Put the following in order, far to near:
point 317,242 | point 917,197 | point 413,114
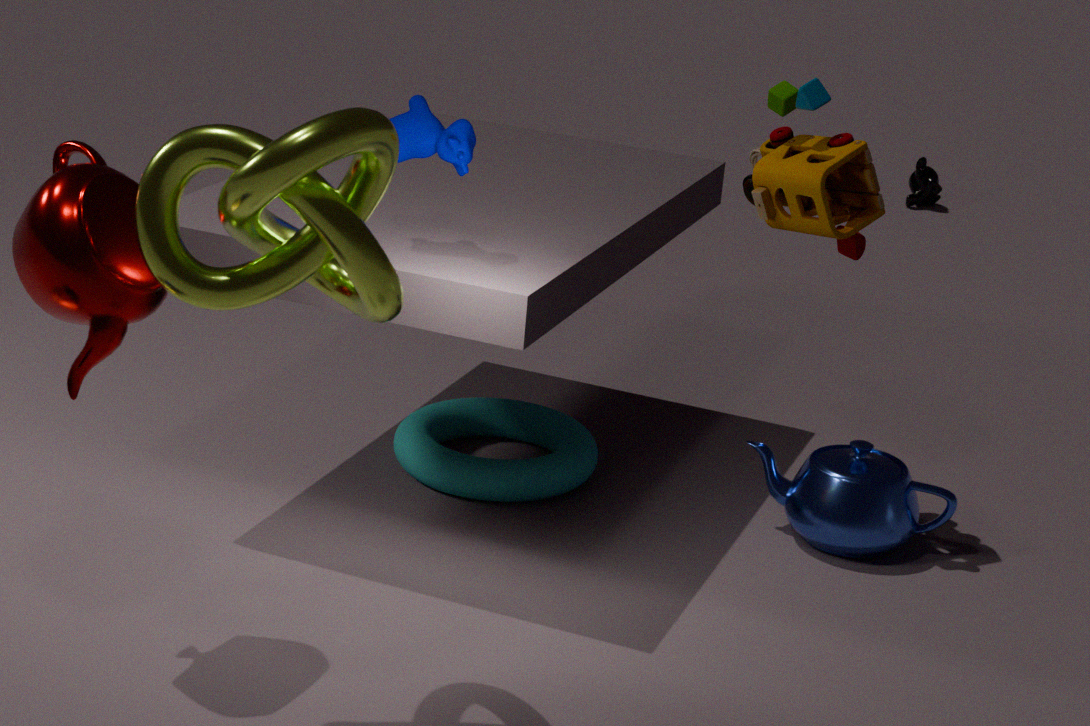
point 917,197, point 413,114, point 317,242
